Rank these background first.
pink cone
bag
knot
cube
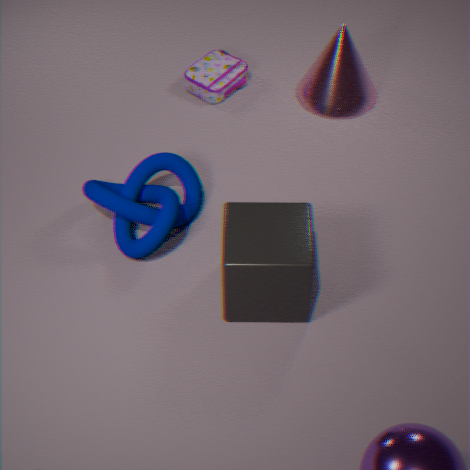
bag < pink cone < knot < cube
